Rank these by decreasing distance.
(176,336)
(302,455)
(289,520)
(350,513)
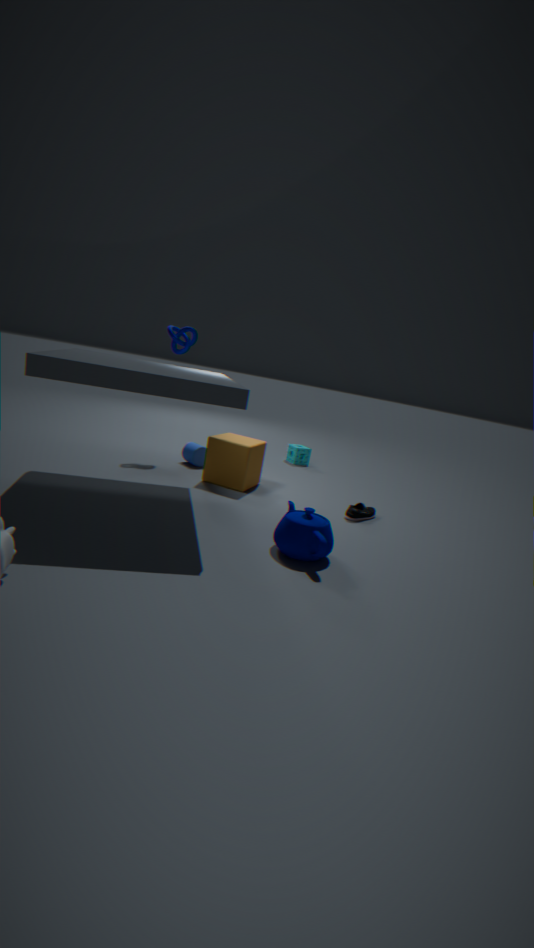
1. (302,455)
2. (176,336)
3. (350,513)
4. (289,520)
